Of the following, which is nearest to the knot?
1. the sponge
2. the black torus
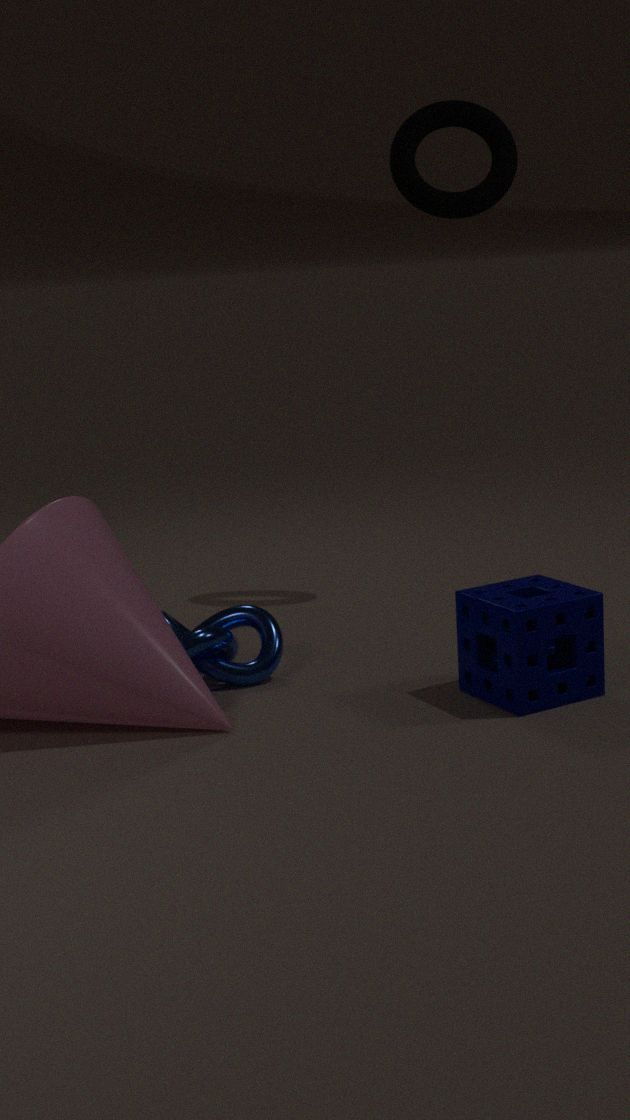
the sponge
